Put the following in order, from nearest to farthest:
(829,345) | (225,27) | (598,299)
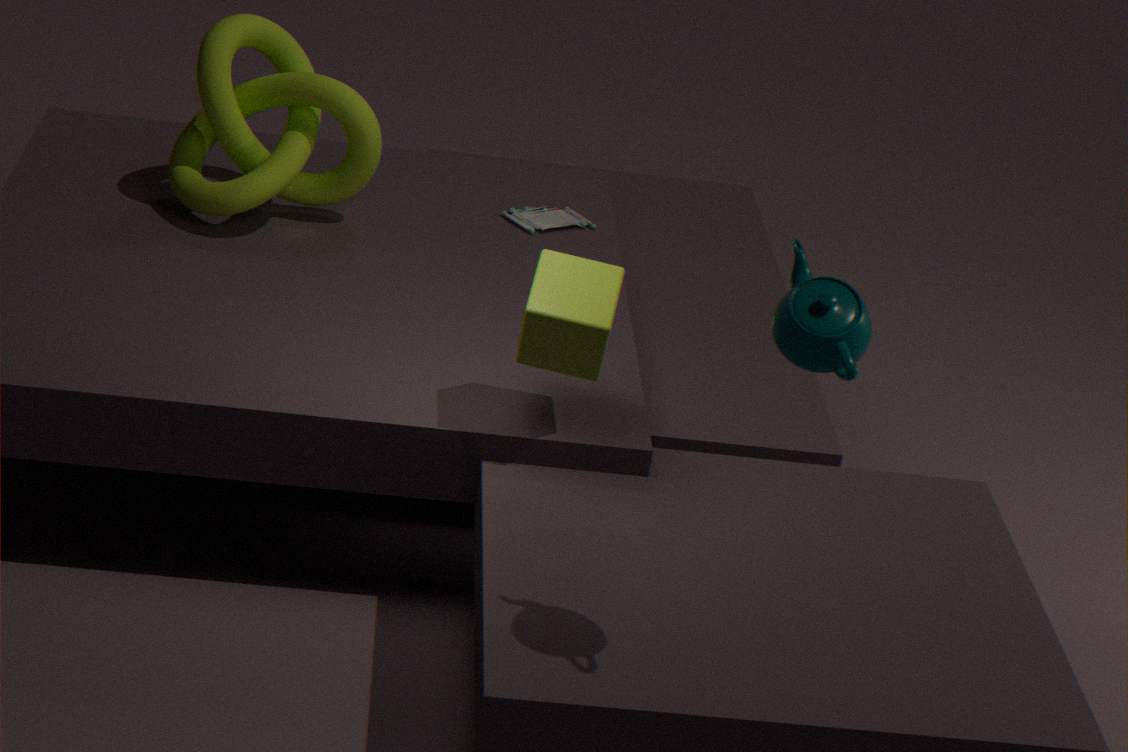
1. (829,345)
2. (598,299)
3. (225,27)
